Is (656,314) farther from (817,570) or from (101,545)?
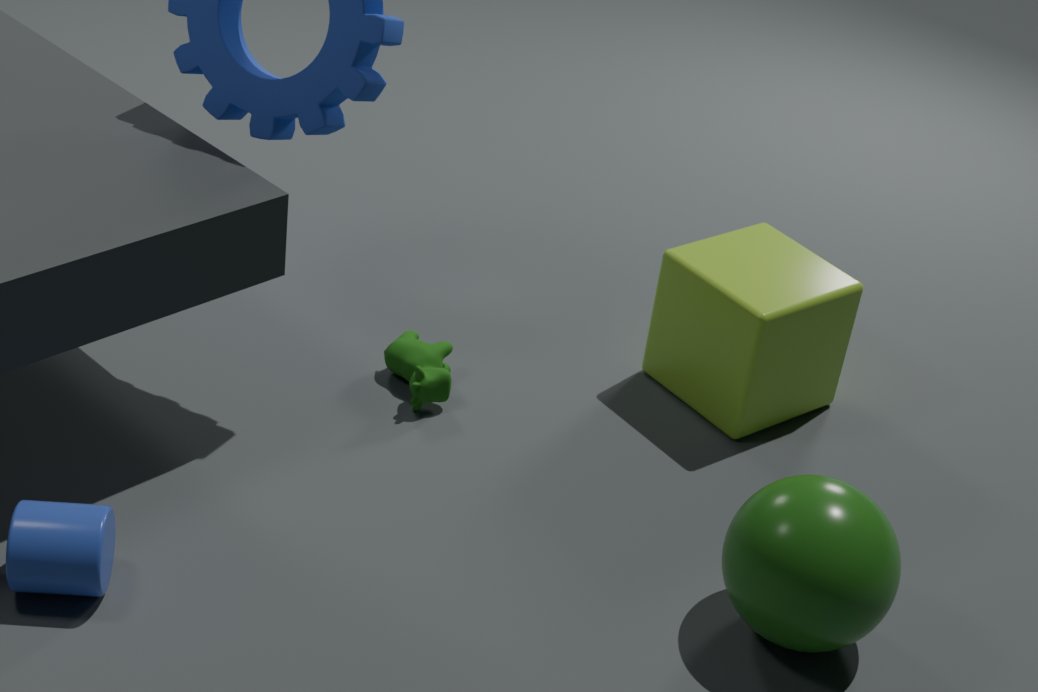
(101,545)
